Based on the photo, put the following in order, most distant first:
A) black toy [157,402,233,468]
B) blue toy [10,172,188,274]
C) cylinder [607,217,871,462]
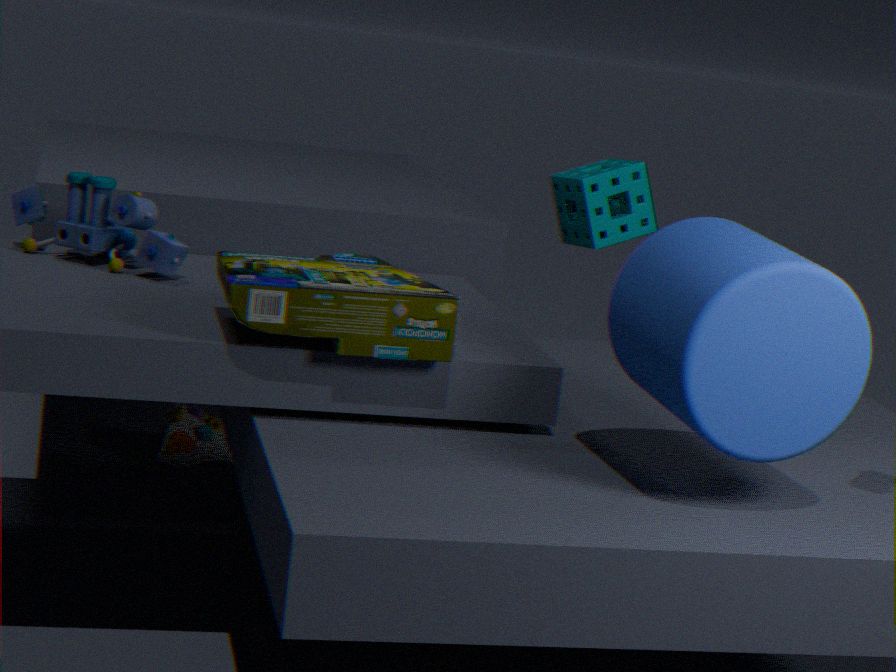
black toy [157,402,233,468] < blue toy [10,172,188,274] < cylinder [607,217,871,462]
